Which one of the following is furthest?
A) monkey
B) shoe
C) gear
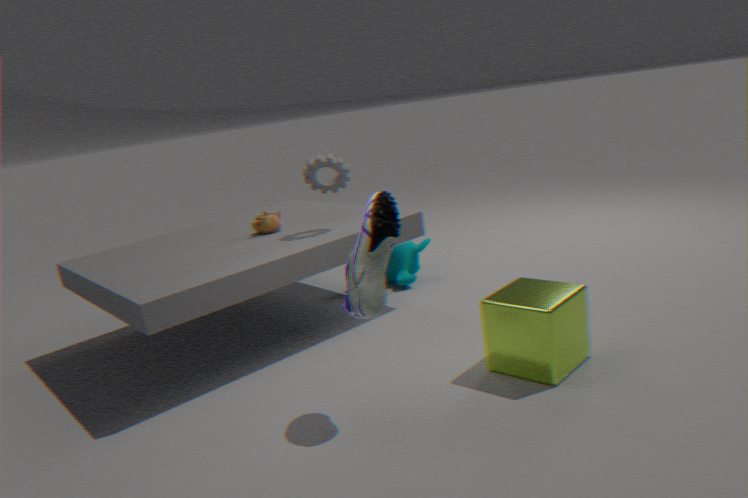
A. monkey
